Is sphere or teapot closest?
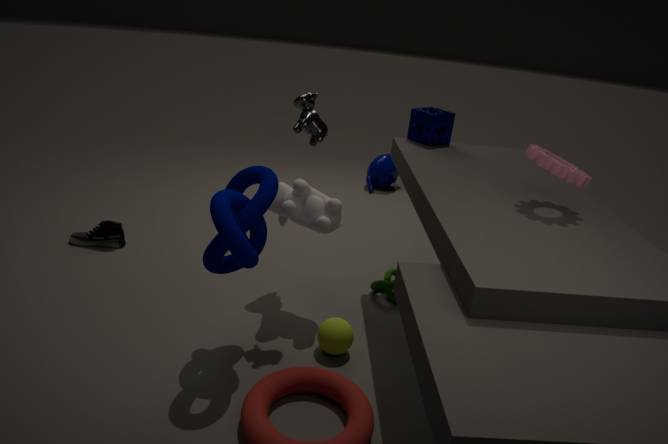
sphere
